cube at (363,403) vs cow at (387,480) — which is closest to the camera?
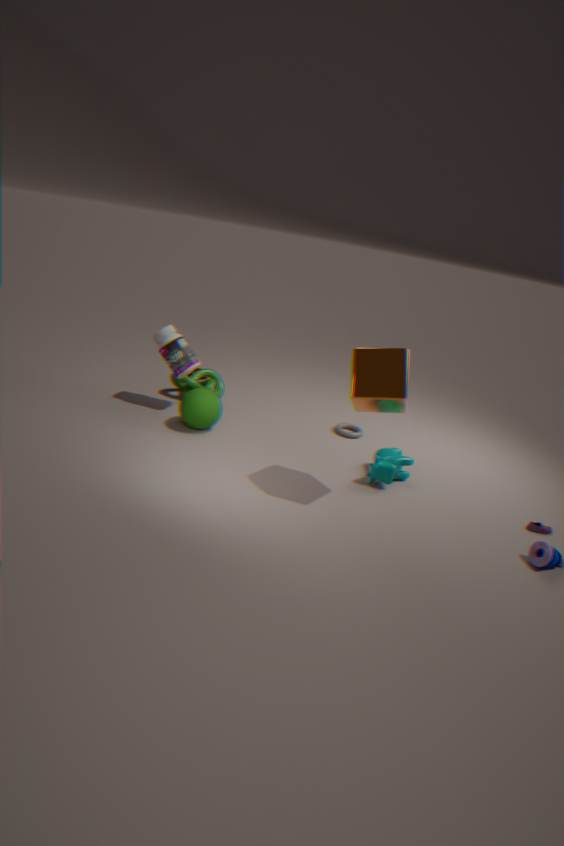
cube at (363,403)
